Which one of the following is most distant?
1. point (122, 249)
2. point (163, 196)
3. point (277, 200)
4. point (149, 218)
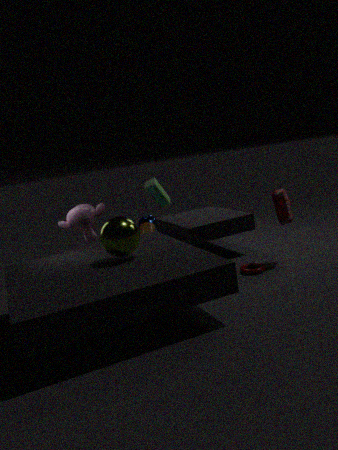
point (149, 218)
